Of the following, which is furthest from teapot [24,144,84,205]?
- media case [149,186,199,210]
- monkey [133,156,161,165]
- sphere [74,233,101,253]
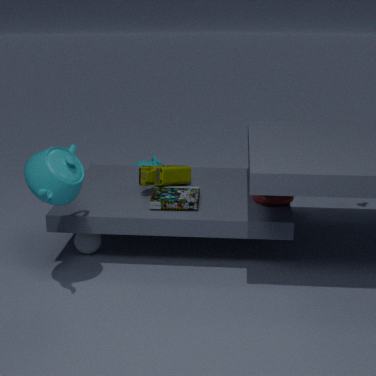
monkey [133,156,161,165]
